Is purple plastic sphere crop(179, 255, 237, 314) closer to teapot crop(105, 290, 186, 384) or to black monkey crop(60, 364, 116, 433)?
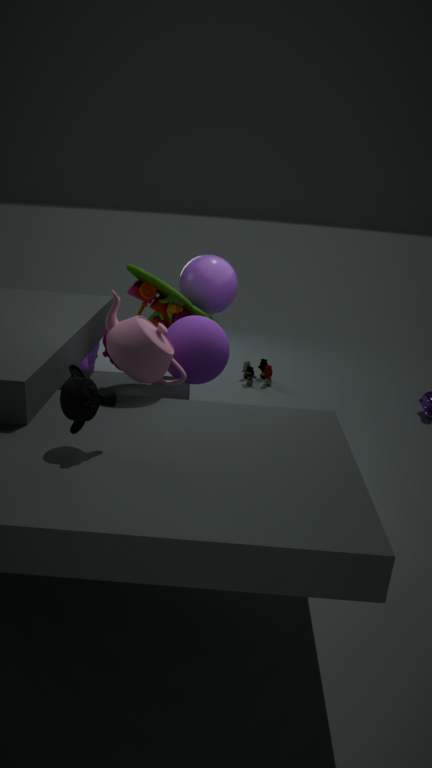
teapot crop(105, 290, 186, 384)
